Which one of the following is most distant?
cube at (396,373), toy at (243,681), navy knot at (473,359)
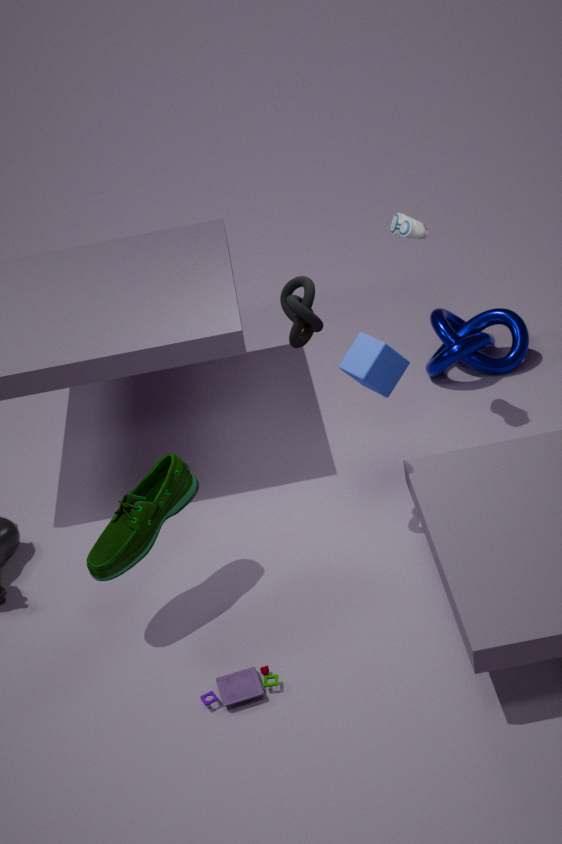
navy knot at (473,359)
